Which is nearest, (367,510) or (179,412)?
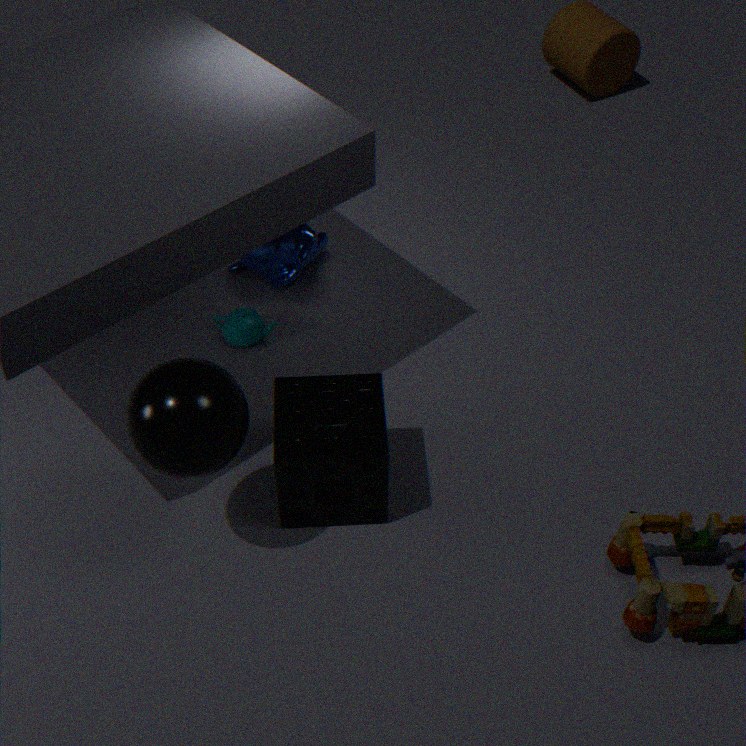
(179,412)
